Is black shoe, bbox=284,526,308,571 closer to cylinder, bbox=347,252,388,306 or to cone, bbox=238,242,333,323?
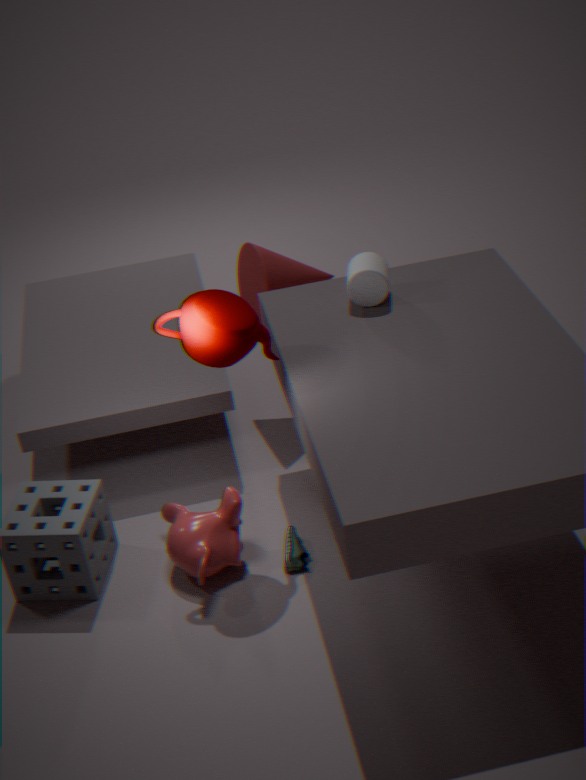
cylinder, bbox=347,252,388,306
